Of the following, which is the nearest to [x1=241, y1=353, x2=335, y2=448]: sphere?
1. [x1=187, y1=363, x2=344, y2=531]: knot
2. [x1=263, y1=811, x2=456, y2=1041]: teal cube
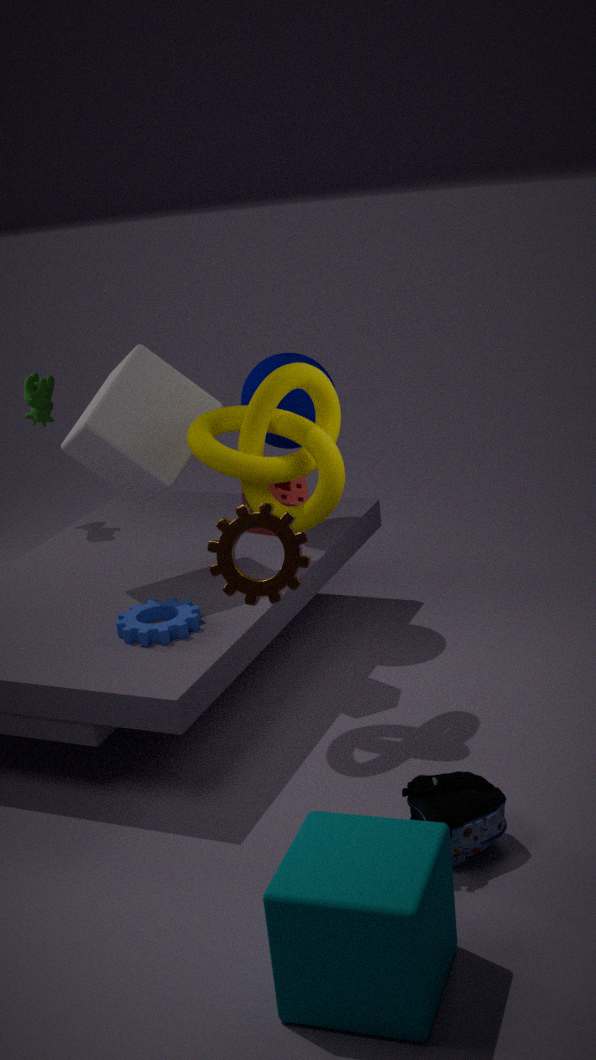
[x1=187, y1=363, x2=344, y2=531]: knot
